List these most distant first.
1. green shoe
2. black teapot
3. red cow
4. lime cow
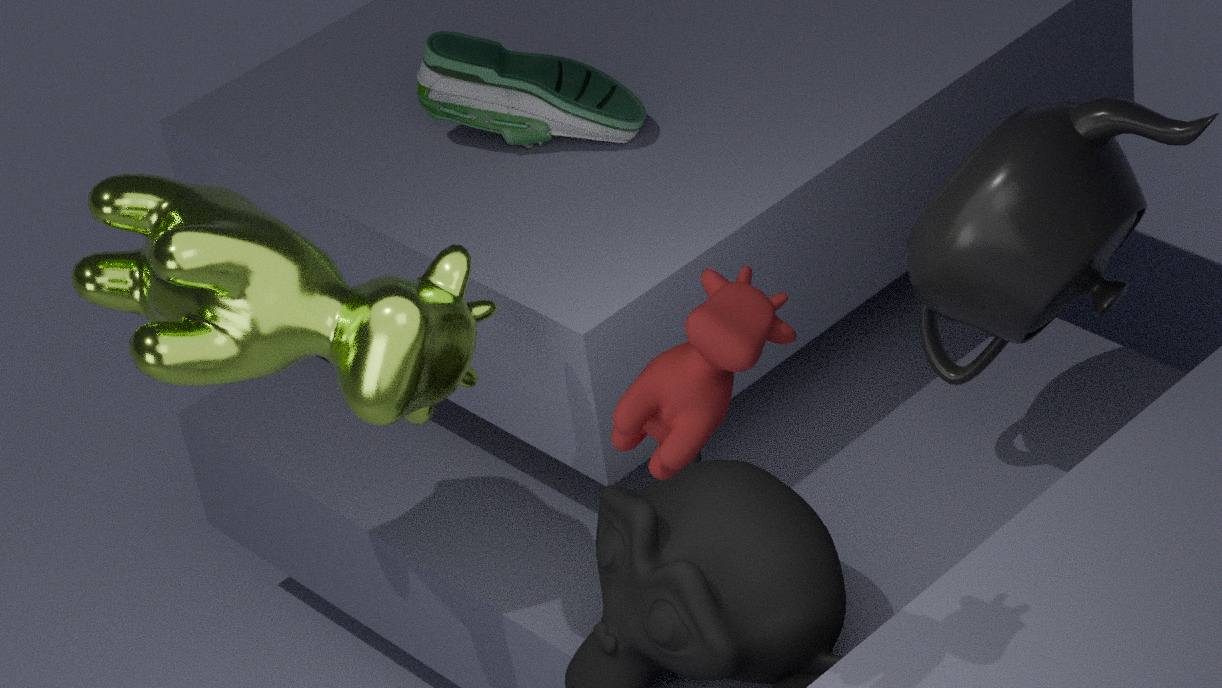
green shoe
black teapot
lime cow
red cow
